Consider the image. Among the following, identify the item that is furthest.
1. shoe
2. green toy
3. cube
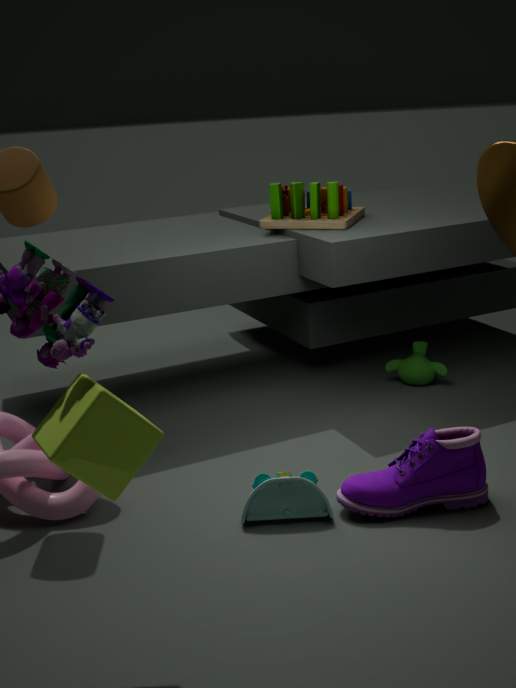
green toy
